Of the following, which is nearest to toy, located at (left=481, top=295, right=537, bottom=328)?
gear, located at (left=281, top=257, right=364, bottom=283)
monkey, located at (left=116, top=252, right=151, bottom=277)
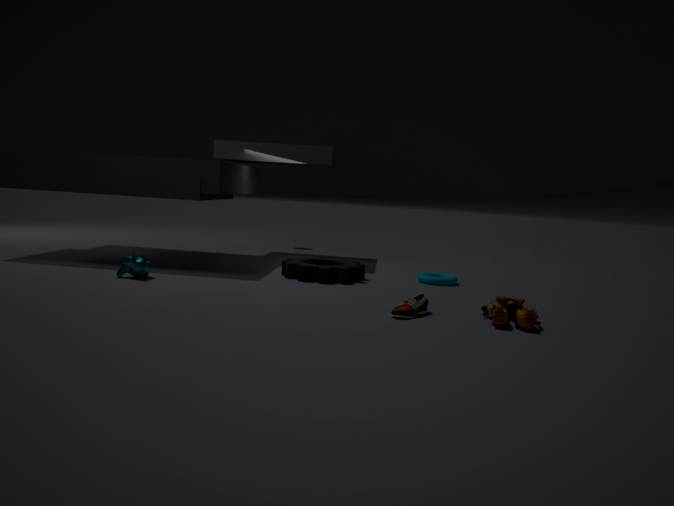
gear, located at (left=281, top=257, right=364, bottom=283)
